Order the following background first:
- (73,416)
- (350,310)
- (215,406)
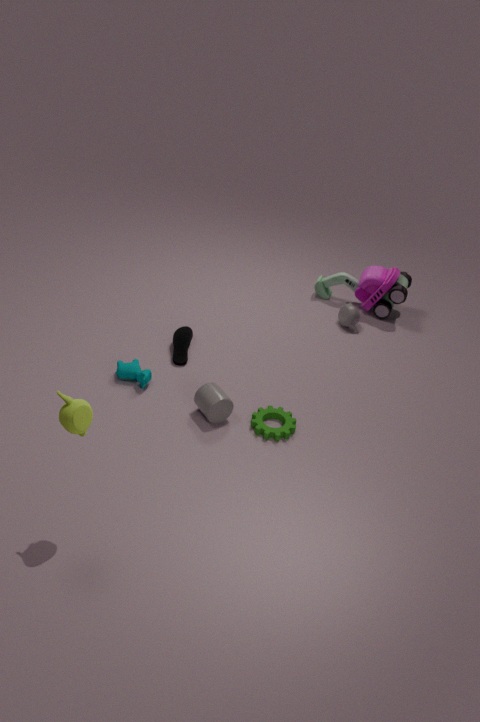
(350,310) < (215,406) < (73,416)
